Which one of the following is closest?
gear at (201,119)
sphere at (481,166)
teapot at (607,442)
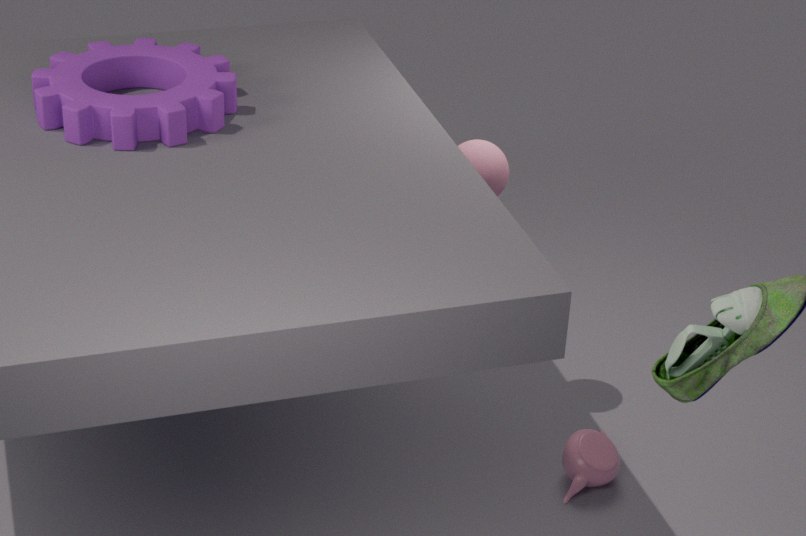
gear at (201,119)
